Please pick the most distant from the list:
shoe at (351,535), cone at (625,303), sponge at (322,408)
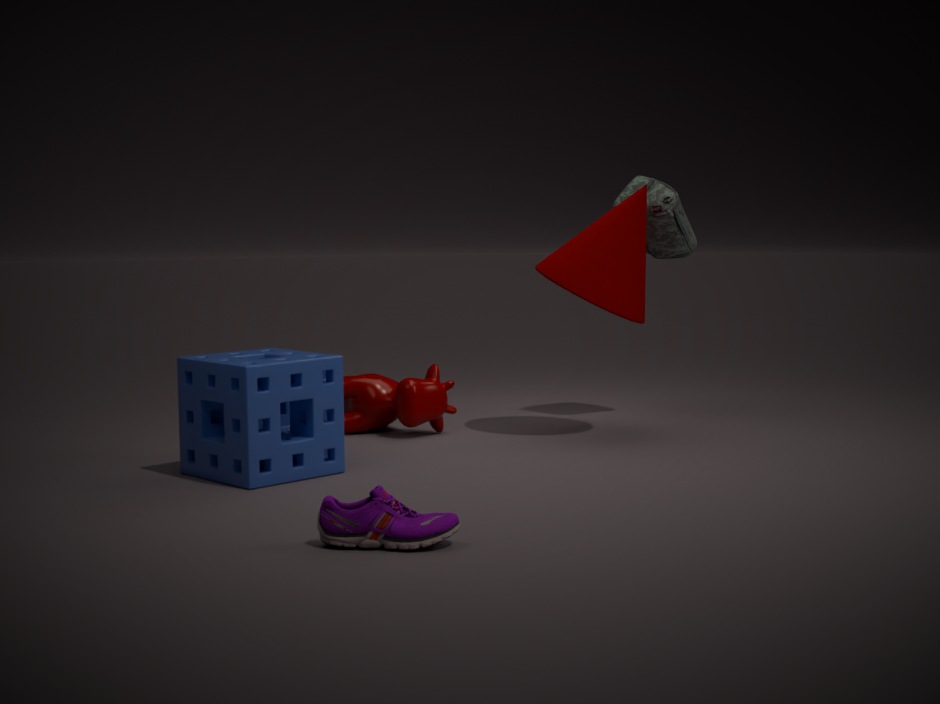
cone at (625,303)
